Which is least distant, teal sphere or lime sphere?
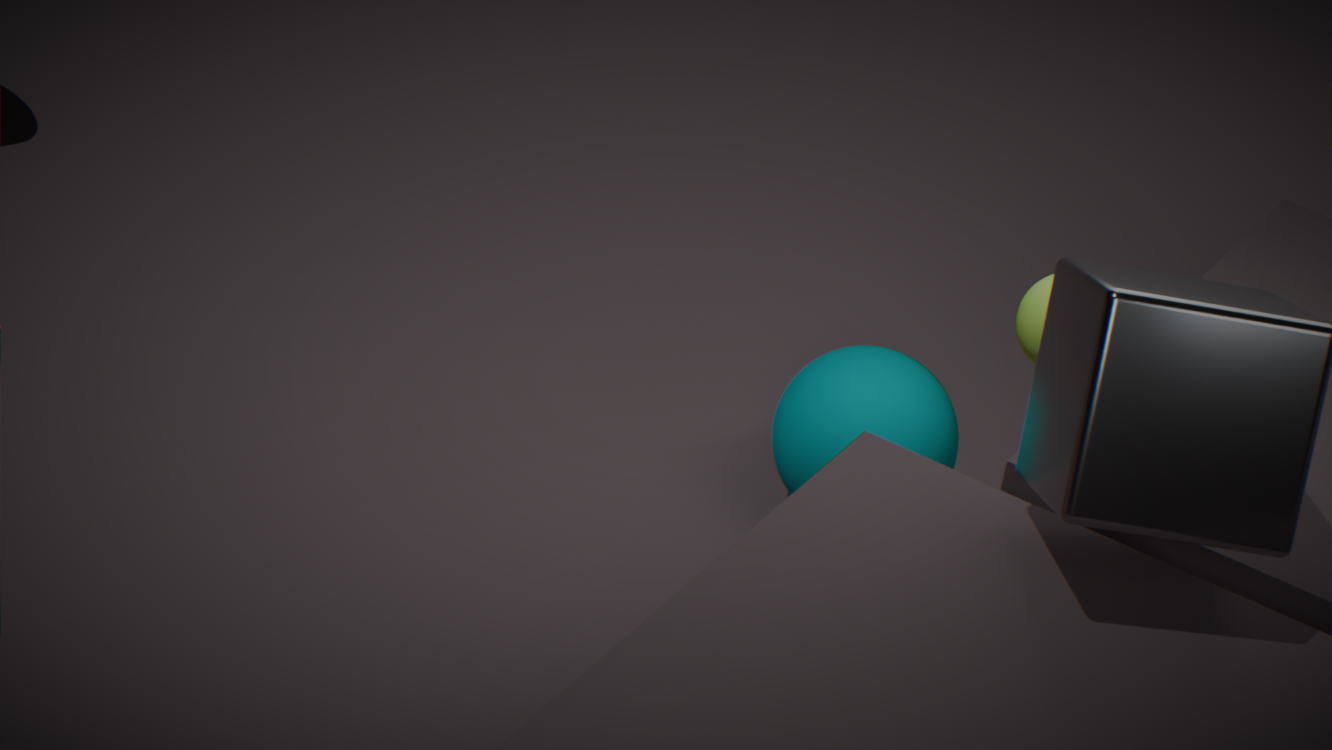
lime sphere
